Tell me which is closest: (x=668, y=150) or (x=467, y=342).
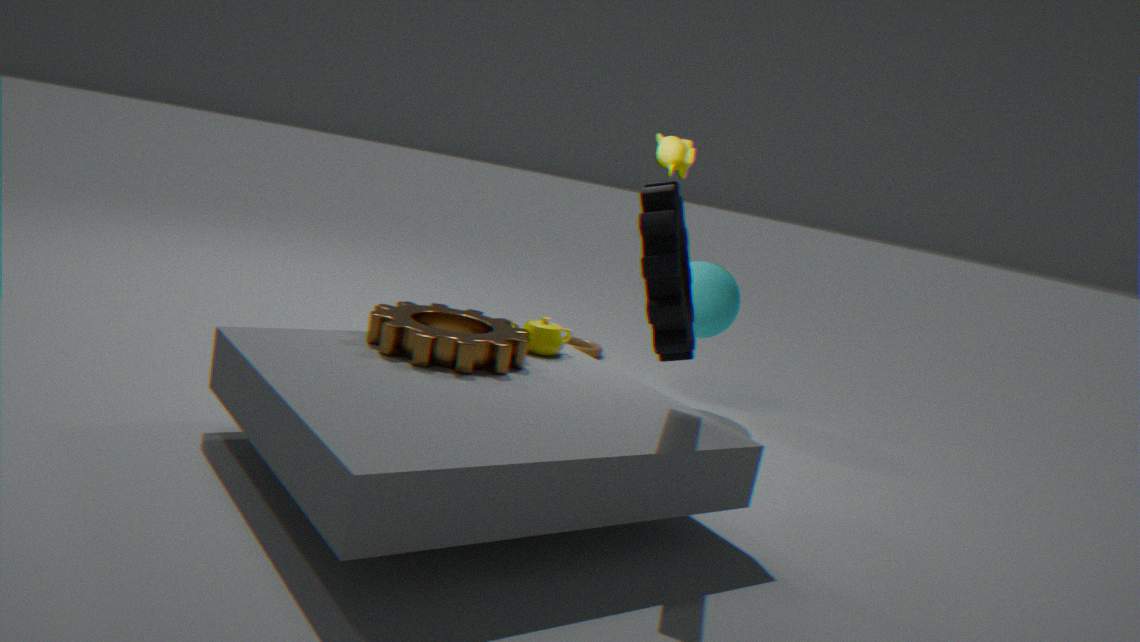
(x=467, y=342)
